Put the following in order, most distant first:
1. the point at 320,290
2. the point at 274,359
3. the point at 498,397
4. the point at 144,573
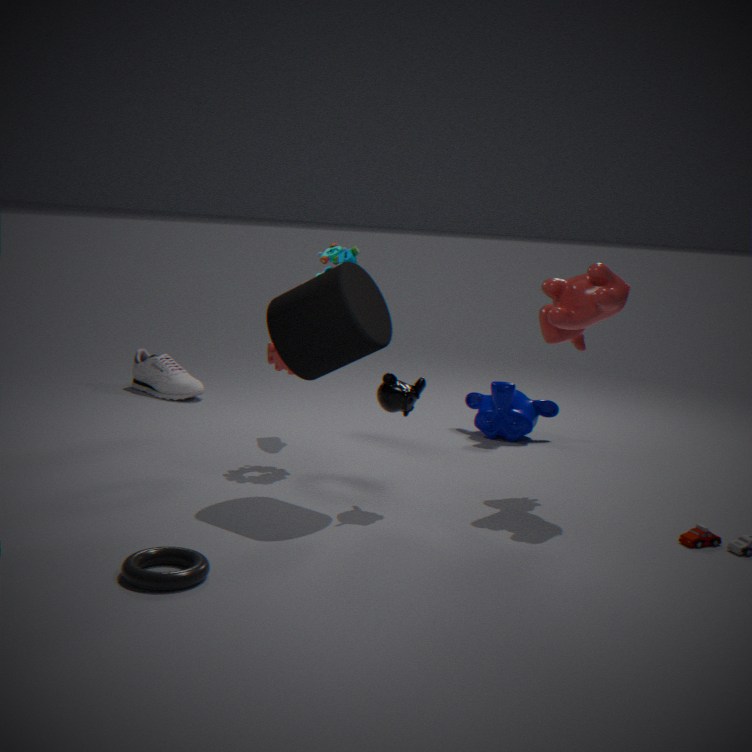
the point at 498,397 → the point at 274,359 → the point at 320,290 → the point at 144,573
